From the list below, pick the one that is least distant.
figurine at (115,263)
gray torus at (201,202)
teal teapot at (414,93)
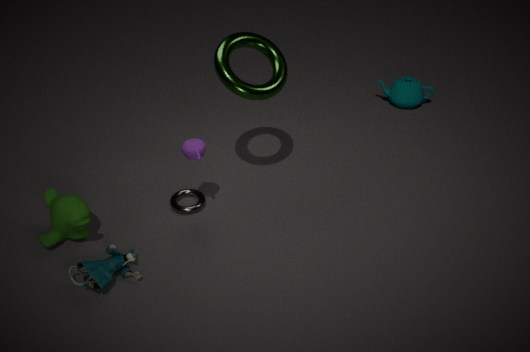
figurine at (115,263)
